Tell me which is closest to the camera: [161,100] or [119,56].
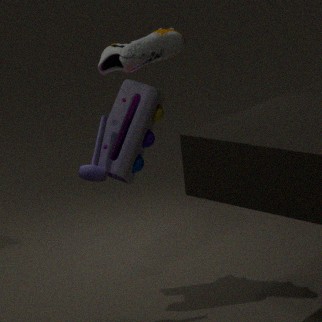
[161,100]
